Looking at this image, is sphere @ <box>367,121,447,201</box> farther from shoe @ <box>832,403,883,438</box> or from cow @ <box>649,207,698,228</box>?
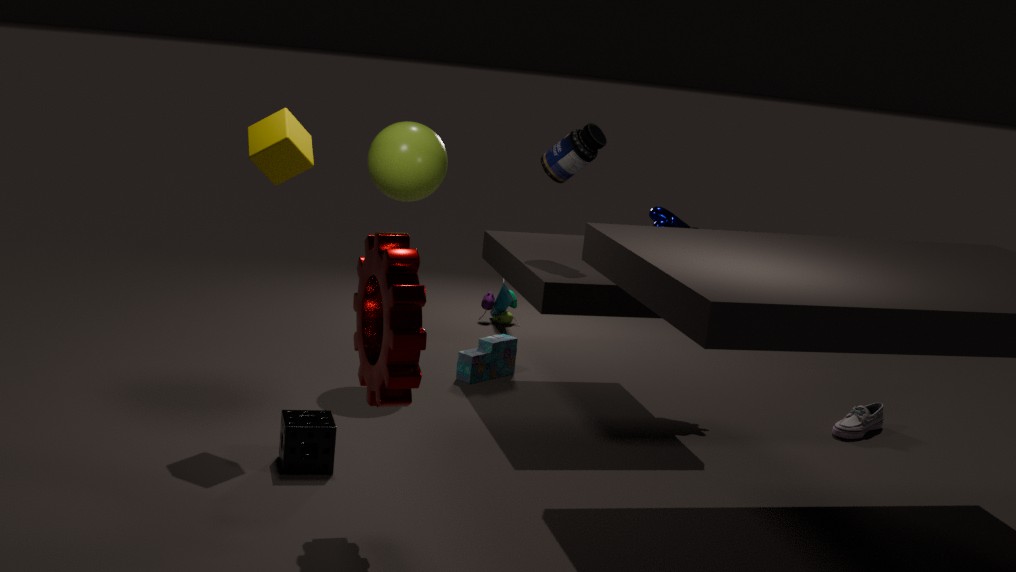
shoe @ <box>832,403,883,438</box>
